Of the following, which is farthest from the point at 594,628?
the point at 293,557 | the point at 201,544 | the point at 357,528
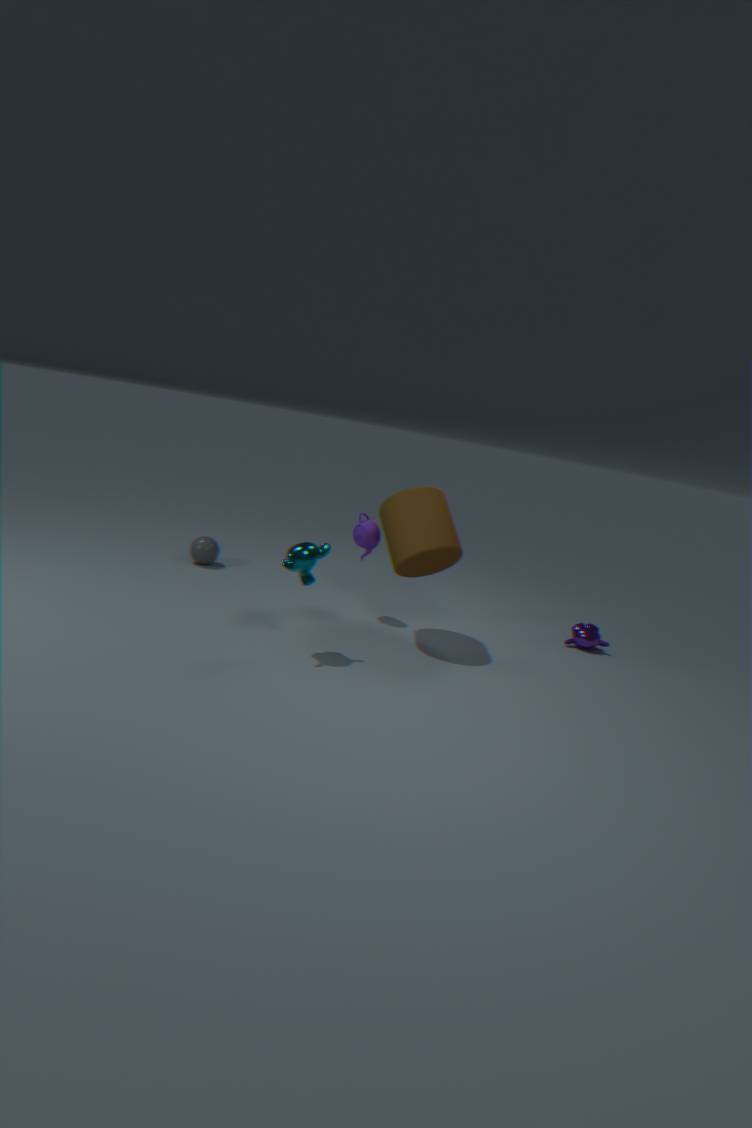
the point at 201,544
